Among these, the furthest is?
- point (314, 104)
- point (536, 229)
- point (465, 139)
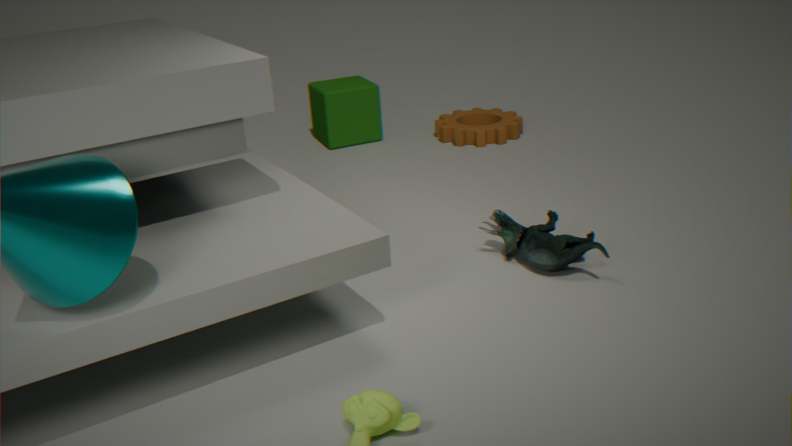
point (314, 104)
